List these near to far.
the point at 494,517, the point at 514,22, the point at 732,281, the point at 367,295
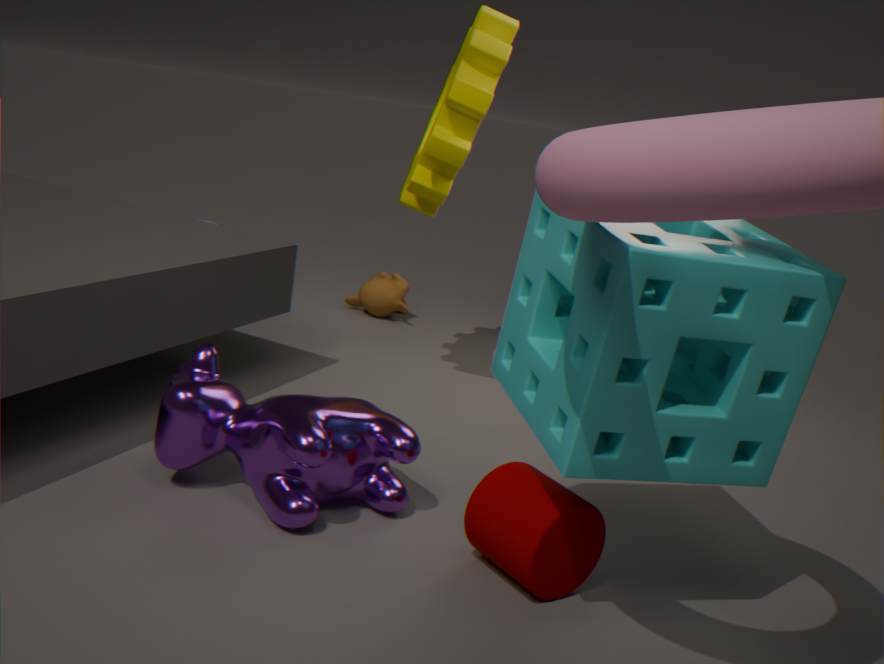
the point at 732,281 → the point at 494,517 → the point at 514,22 → the point at 367,295
